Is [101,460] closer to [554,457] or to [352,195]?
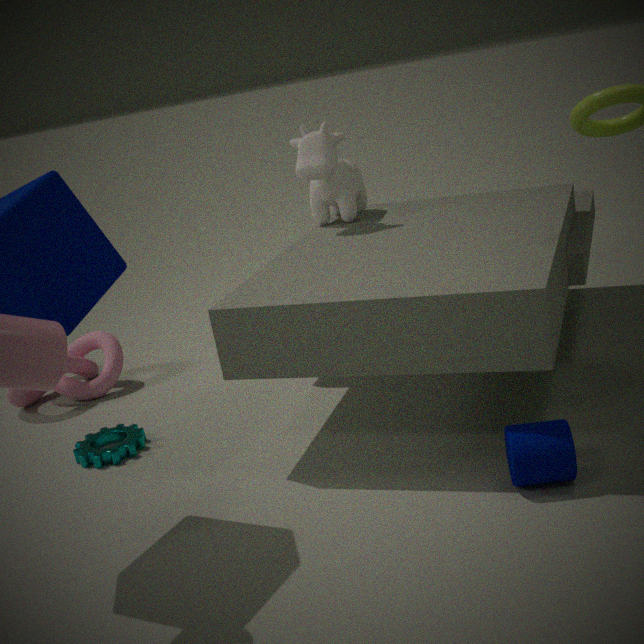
[352,195]
